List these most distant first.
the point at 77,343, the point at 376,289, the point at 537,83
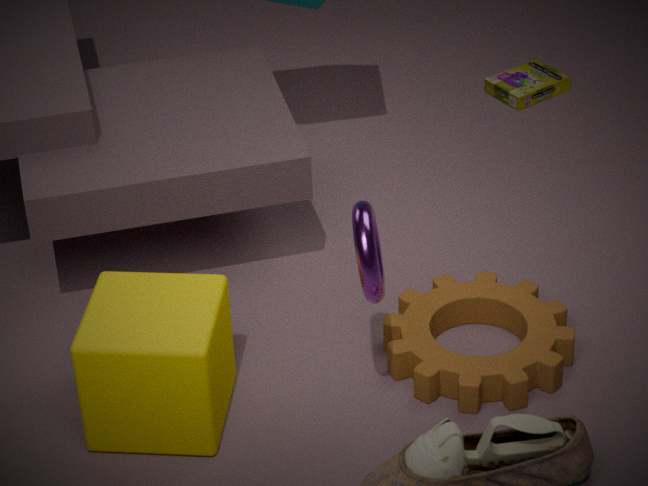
the point at 537,83
the point at 77,343
the point at 376,289
